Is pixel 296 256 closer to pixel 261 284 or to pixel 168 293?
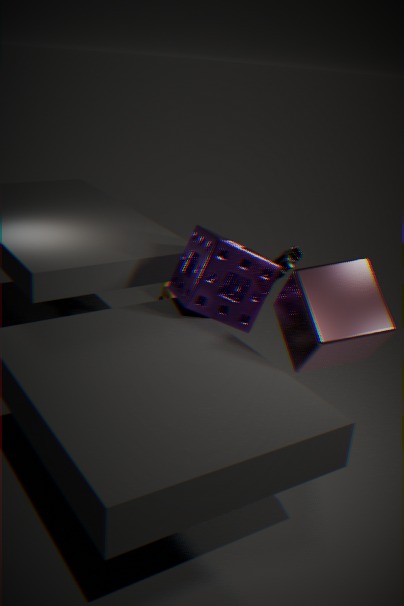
pixel 261 284
